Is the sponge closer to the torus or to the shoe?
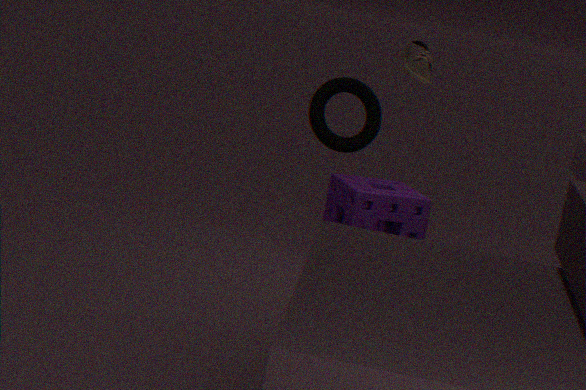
the torus
